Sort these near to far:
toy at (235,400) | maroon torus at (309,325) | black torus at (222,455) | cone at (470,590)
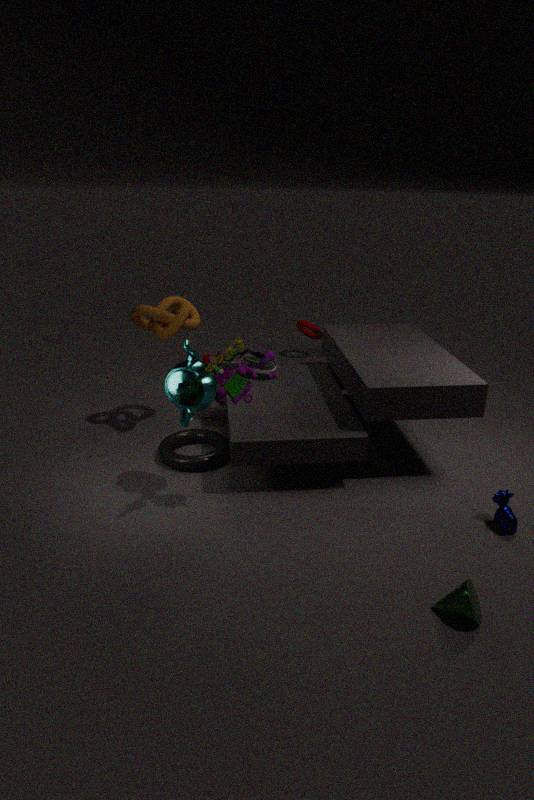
1. cone at (470,590)
2. toy at (235,400)
3. black torus at (222,455)
4. maroon torus at (309,325)
